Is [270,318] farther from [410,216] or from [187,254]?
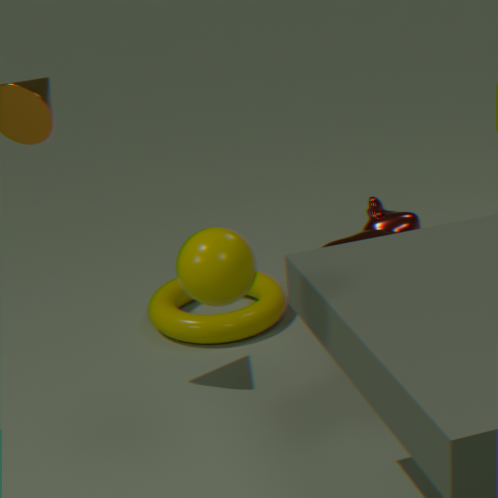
[187,254]
